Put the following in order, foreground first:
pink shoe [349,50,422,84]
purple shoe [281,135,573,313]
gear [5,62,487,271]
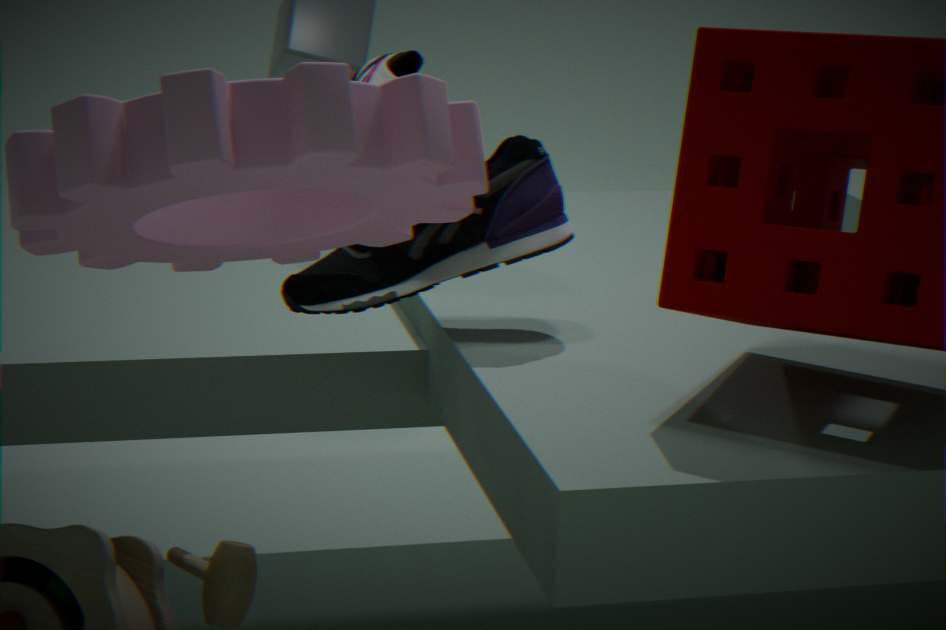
gear [5,62,487,271] < purple shoe [281,135,573,313] < pink shoe [349,50,422,84]
